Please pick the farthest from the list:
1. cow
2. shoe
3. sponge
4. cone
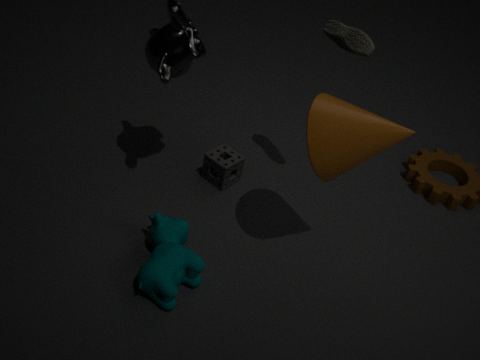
sponge
